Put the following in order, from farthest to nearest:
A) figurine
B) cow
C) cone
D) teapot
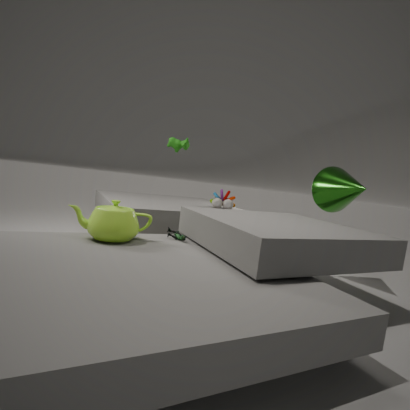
1. cow
2. cone
3. figurine
4. teapot
